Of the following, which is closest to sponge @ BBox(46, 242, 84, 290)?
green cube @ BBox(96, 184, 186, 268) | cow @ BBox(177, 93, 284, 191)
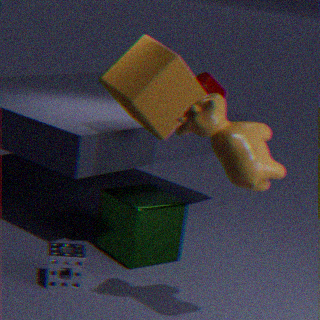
green cube @ BBox(96, 184, 186, 268)
